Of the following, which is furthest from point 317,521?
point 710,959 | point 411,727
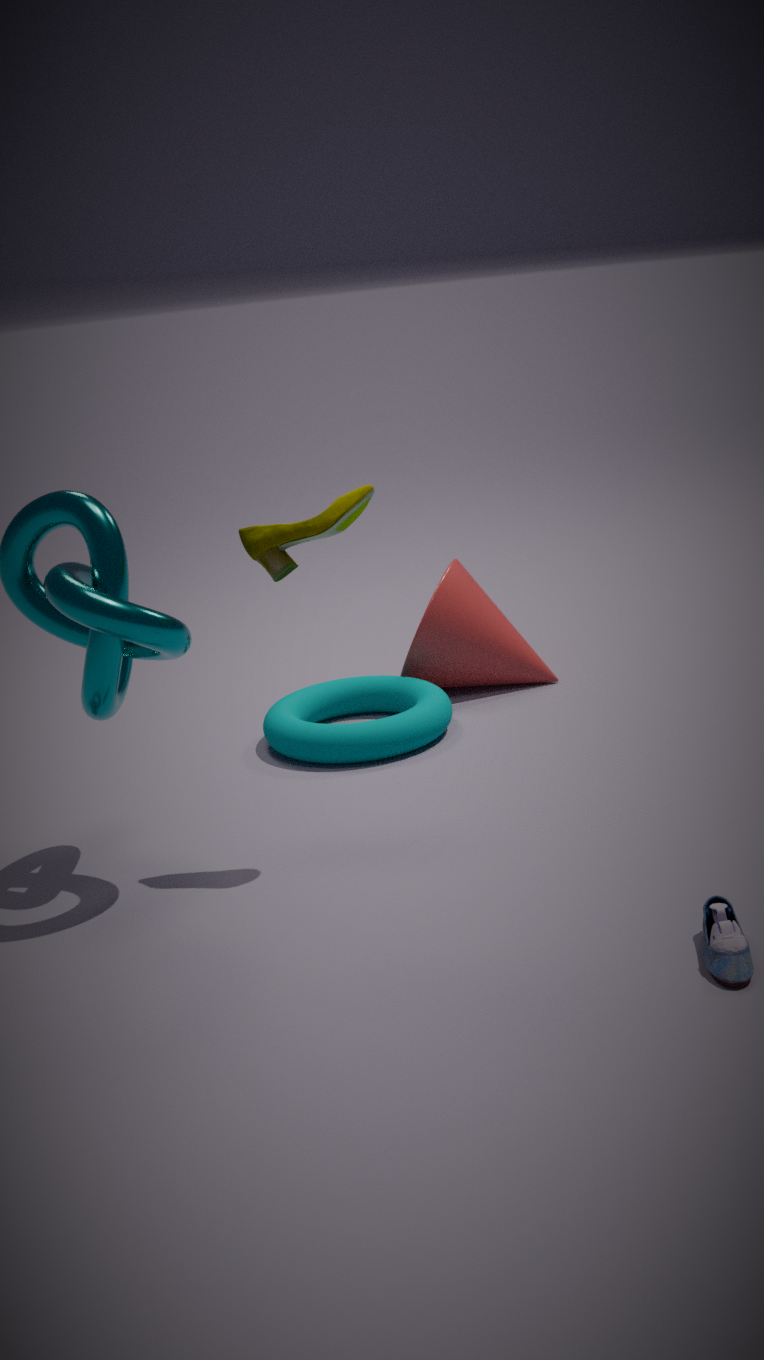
point 710,959
